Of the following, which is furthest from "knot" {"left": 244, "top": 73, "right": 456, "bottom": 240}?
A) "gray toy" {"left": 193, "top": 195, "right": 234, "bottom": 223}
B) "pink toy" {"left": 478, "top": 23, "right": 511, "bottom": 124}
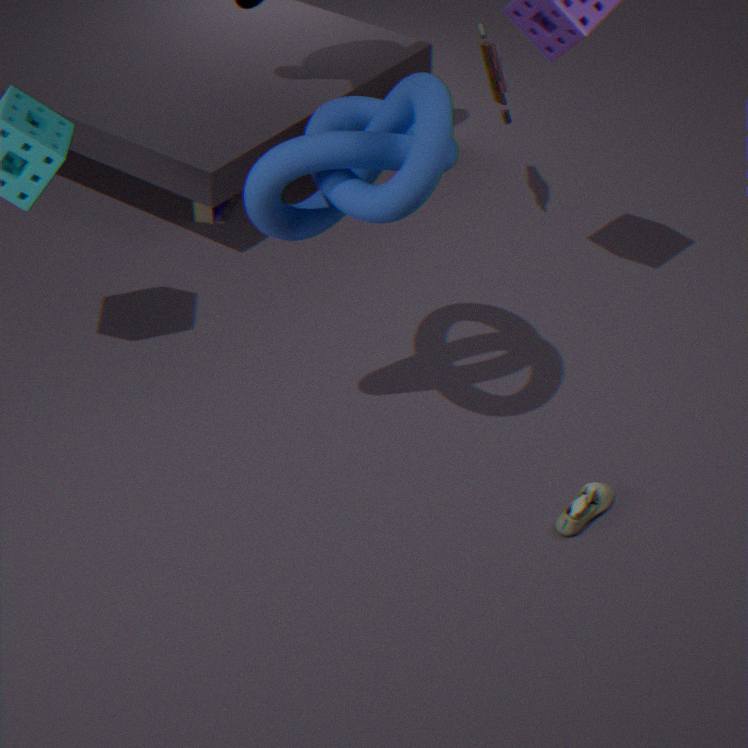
"gray toy" {"left": 193, "top": 195, "right": 234, "bottom": 223}
